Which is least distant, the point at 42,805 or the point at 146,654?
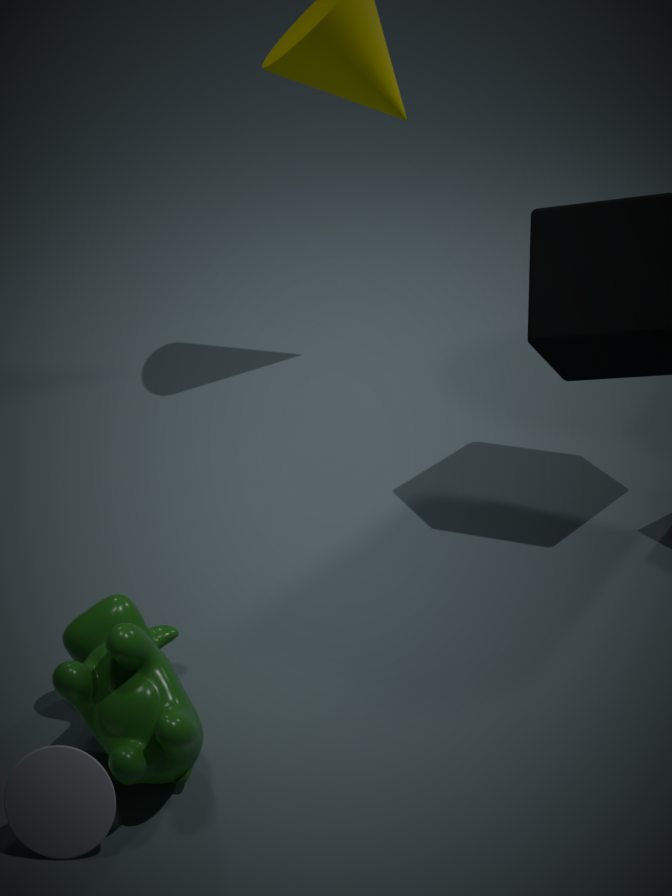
the point at 42,805
